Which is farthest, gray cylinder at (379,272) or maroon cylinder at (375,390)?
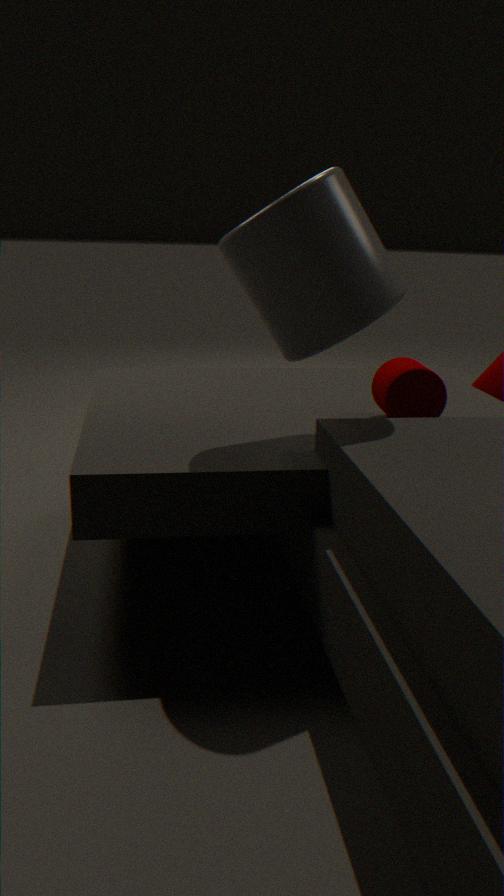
maroon cylinder at (375,390)
